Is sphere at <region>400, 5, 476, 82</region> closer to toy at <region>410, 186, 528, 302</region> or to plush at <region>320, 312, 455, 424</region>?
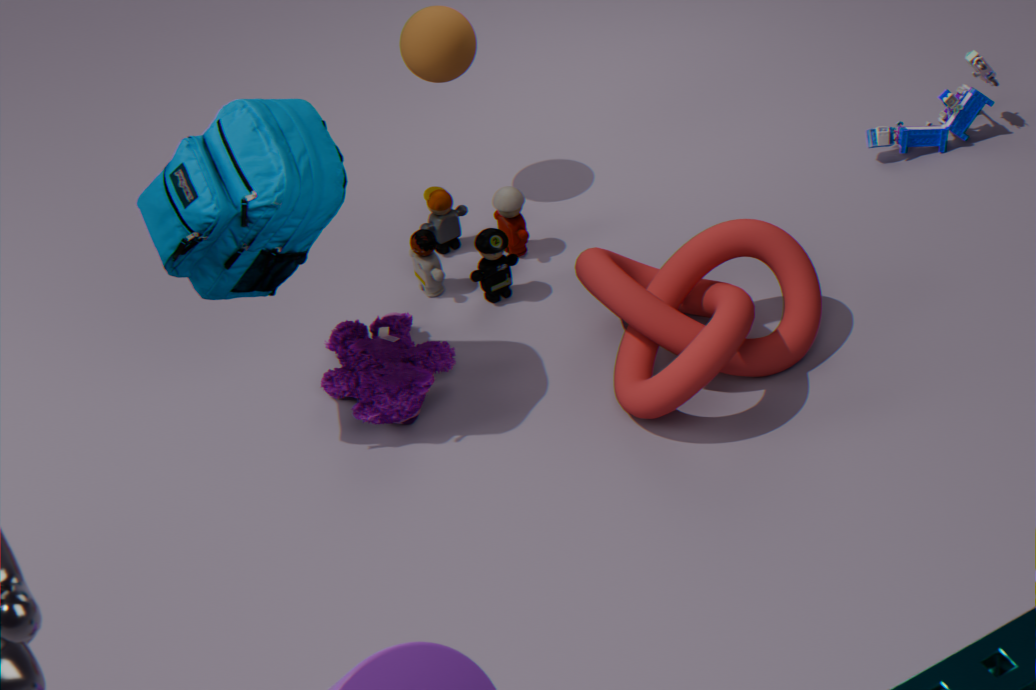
toy at <region>410, 186, 528, 302</region>
